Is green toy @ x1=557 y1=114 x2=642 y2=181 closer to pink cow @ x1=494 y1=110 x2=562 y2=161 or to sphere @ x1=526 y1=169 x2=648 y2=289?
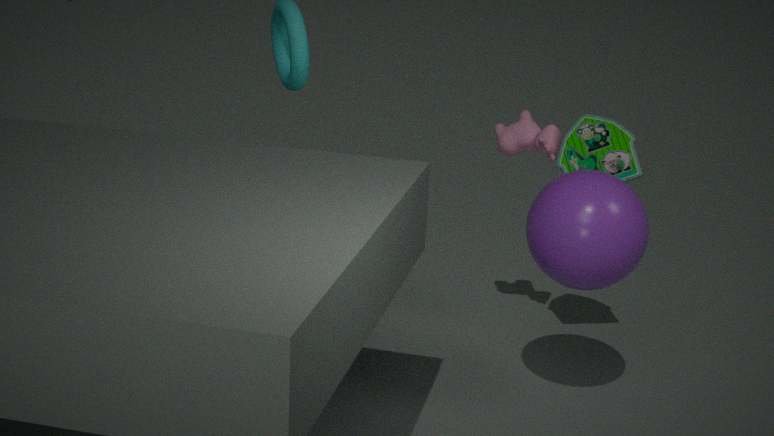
pink cow @ x1=494 y1=110 x2=562 y2=161
